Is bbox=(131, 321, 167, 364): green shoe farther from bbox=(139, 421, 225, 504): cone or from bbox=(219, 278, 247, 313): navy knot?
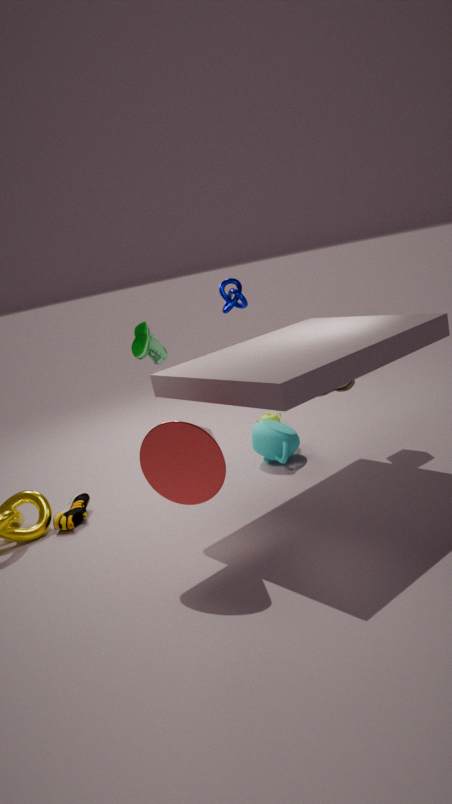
bbox=(139, 421, 225, 504): cone
